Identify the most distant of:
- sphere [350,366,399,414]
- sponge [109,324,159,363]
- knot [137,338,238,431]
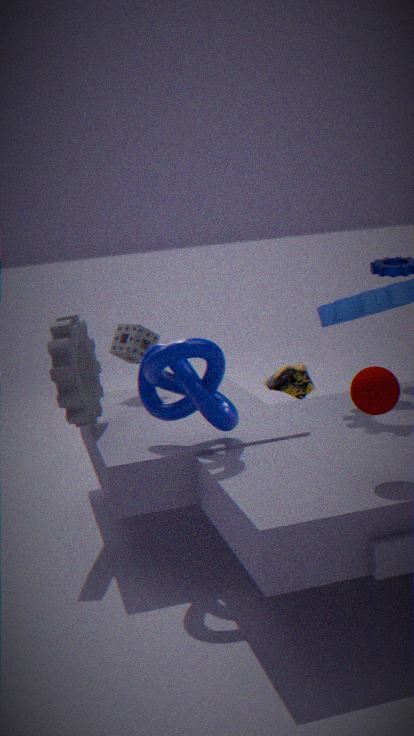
sponge [109,324,159,363]
